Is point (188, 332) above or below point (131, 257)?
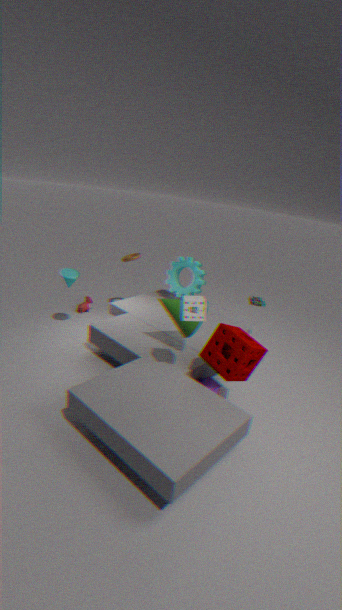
below
